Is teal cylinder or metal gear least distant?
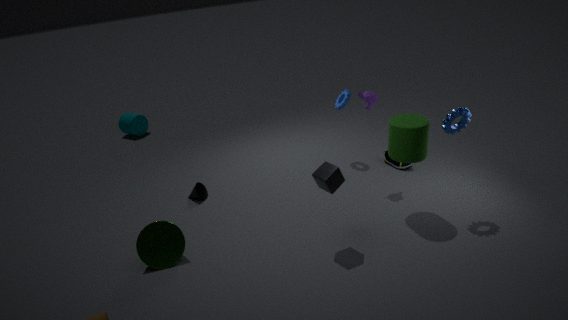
metal gear
